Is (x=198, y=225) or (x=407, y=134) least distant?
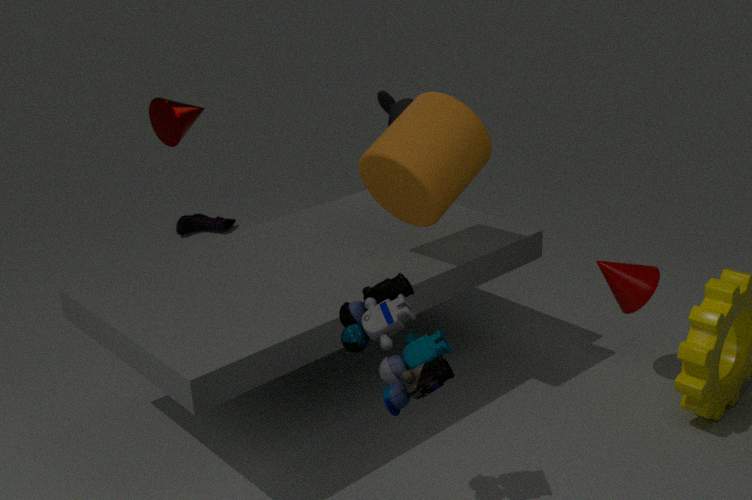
(x=407, y=134)
